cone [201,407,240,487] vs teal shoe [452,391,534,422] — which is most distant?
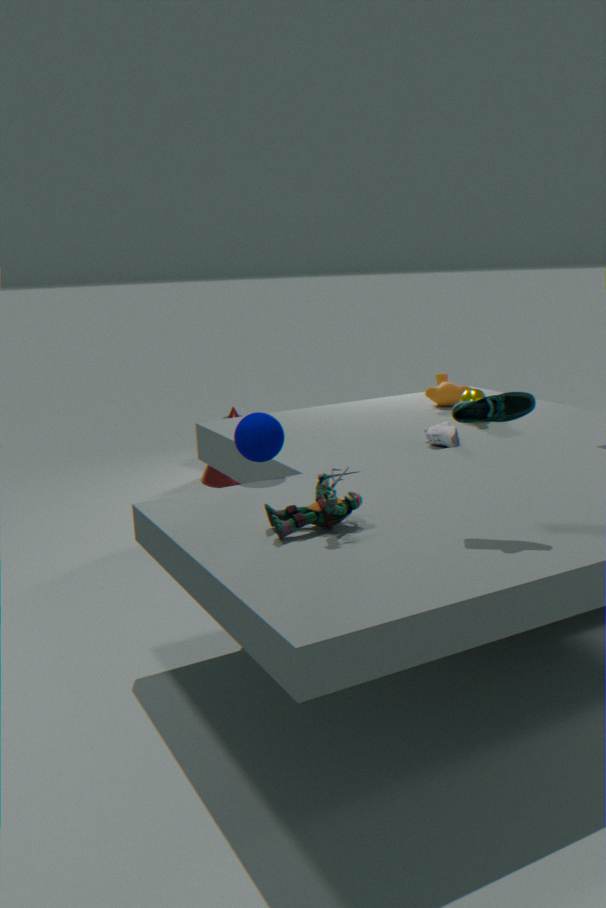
cone [201,407,240,487]
